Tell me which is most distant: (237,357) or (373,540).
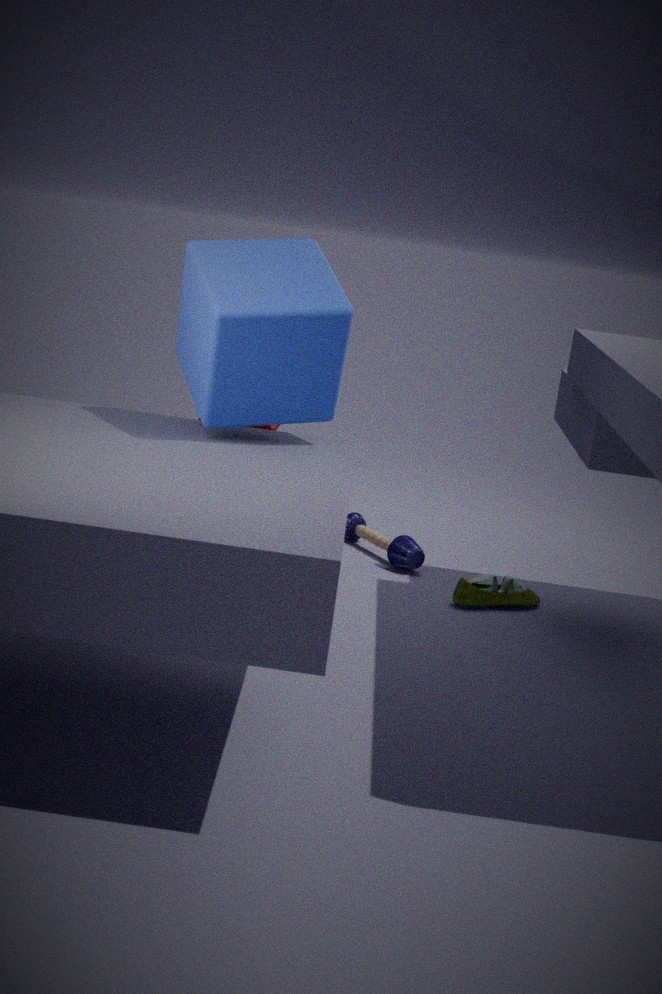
(373,540)
